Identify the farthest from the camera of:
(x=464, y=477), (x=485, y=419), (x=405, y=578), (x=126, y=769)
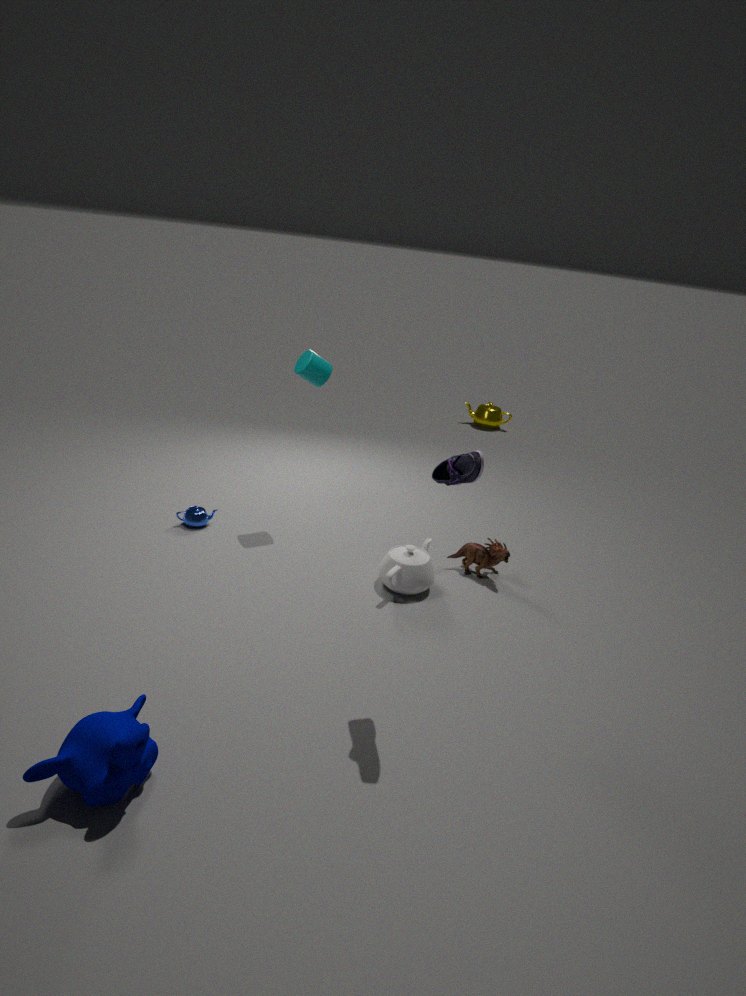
(x=485, y=419)
